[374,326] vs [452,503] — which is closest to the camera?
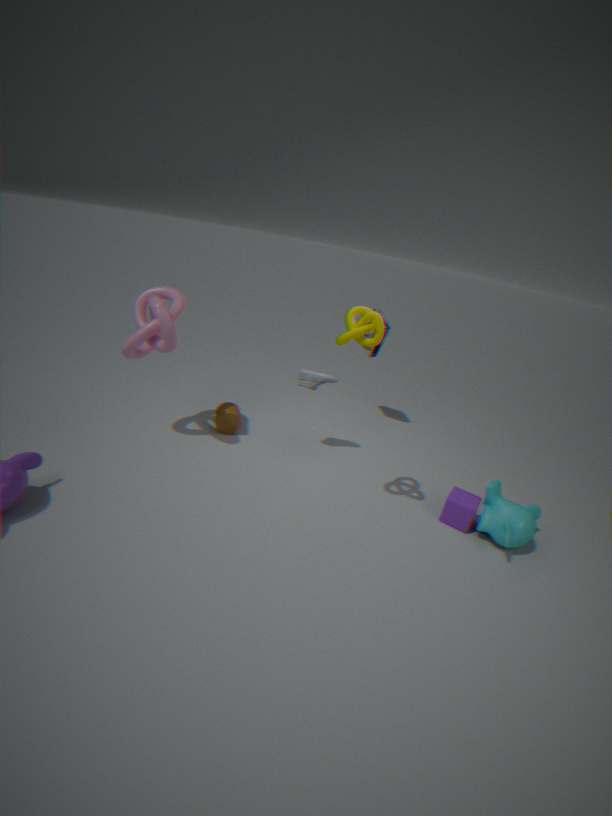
[374,326]
